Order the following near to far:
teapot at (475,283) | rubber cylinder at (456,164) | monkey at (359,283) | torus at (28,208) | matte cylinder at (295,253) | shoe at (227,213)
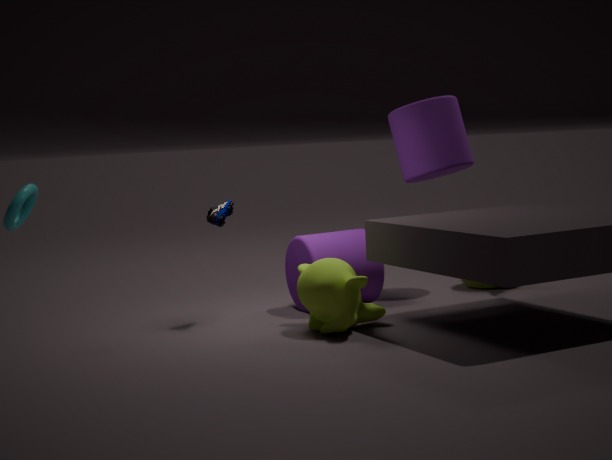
monkey at (359,283) < shoe at (227,213) < matte cylinder at (295,253) < rubber cylinder at (456,164) < torus at (28,208) < teapot at (475,283)
